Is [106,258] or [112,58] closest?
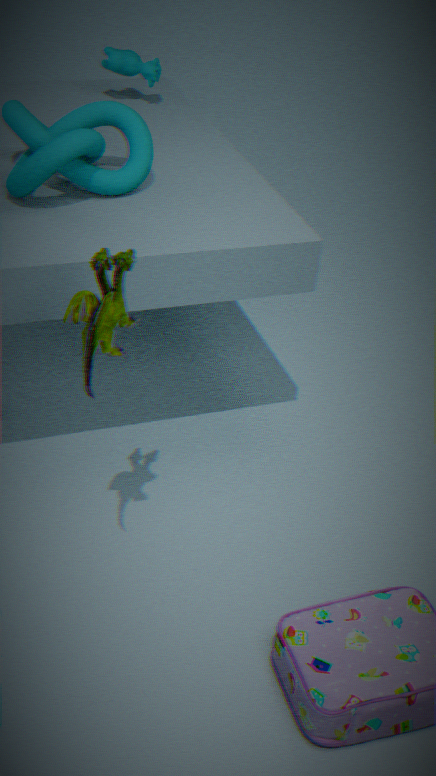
[106,258]
